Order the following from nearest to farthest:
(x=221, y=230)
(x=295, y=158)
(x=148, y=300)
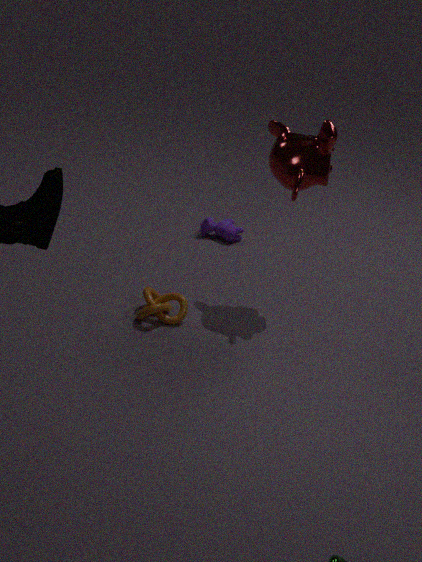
(x=295, y=158)
(x=148, y=300)
(x=221, y=230)
